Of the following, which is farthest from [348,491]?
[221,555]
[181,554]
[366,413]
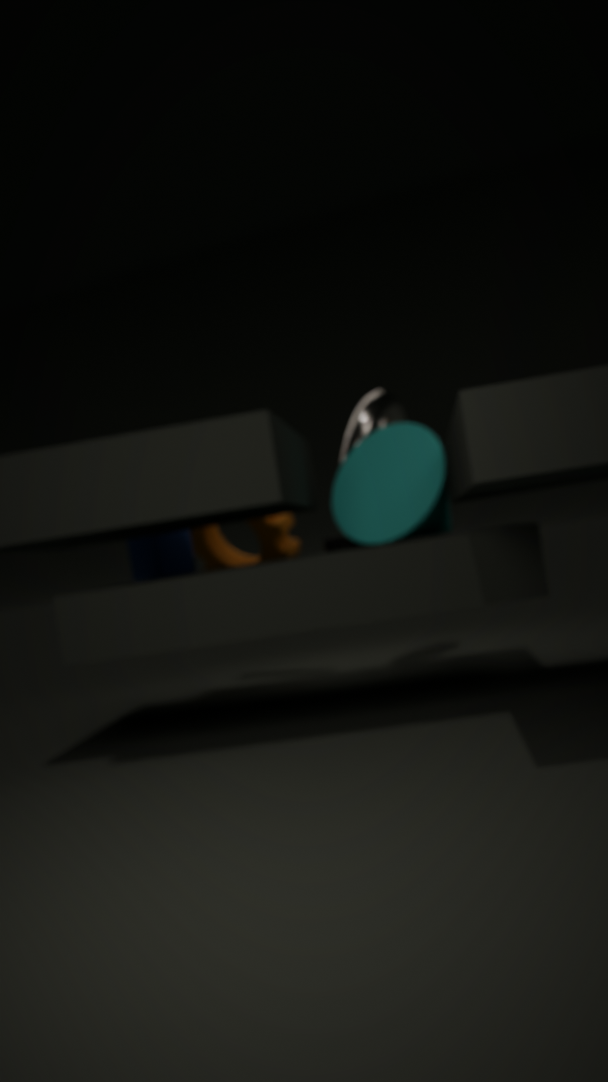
[221,555]
